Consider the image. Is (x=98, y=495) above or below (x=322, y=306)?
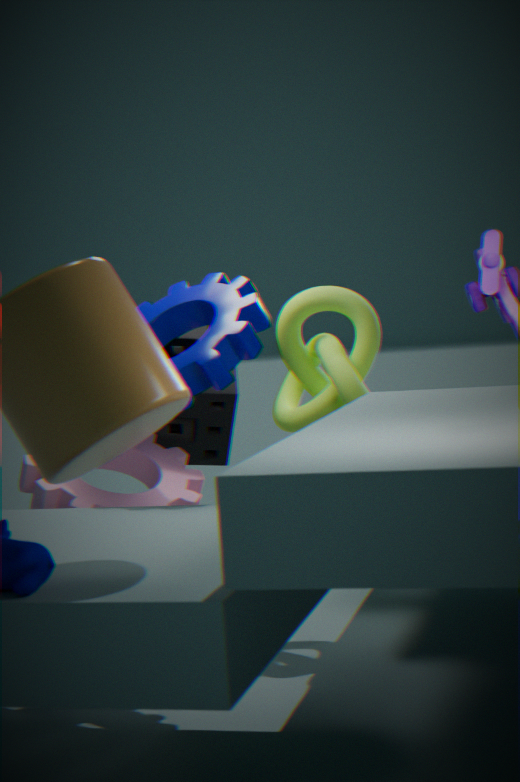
below
